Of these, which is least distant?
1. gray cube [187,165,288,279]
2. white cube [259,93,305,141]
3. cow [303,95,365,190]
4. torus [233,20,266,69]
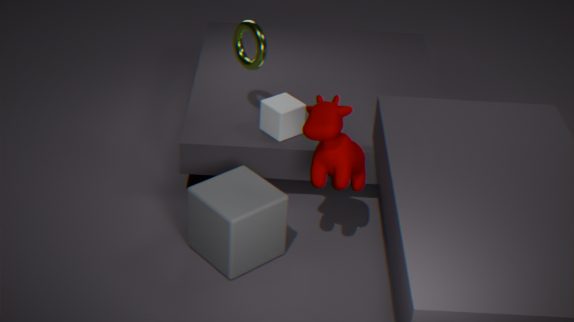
cow [303,95,365,190]
